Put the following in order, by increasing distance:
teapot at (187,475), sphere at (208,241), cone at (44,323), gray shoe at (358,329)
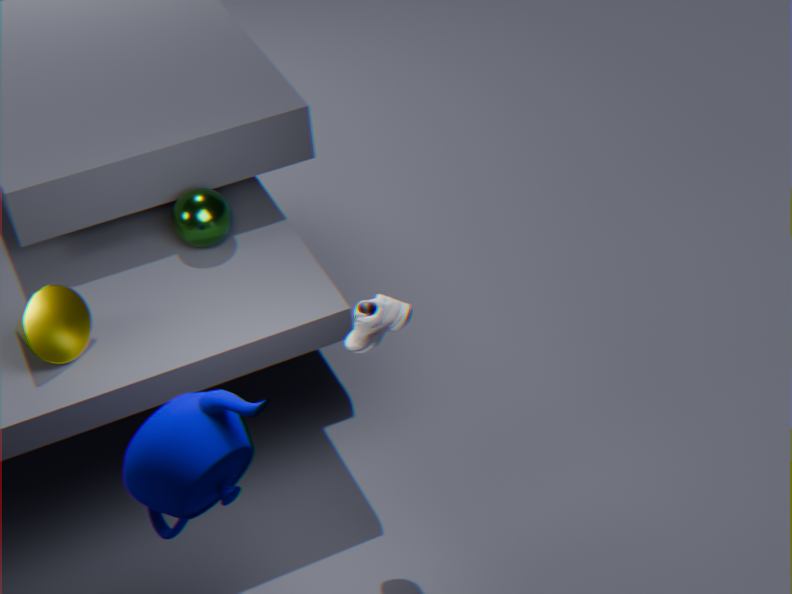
teapot at (187,475) < gray shoe at (358,329) < cone at (44,323) < sphere at (208,241)
